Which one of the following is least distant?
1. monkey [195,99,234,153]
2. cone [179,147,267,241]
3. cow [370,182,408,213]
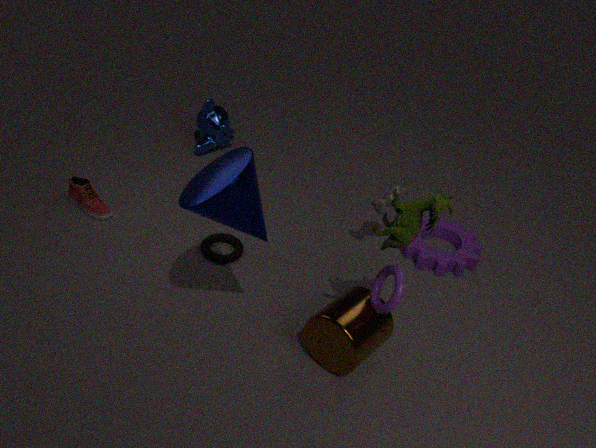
cone [179,147,267,241]
